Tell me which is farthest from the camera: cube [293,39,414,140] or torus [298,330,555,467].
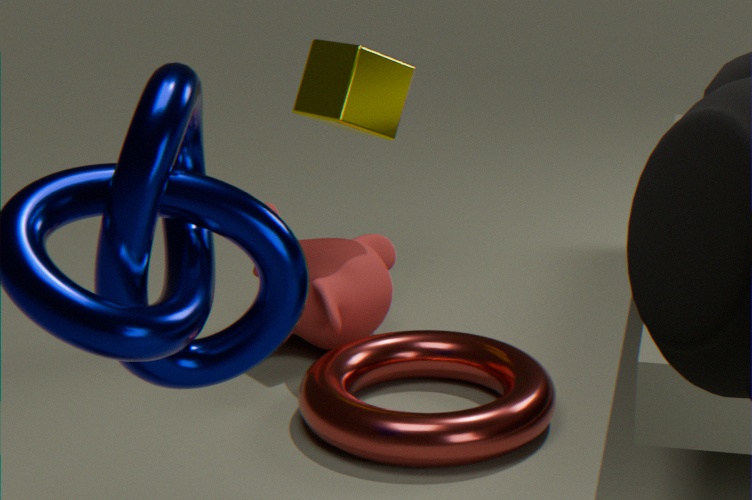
cube [293,39,414,140]
